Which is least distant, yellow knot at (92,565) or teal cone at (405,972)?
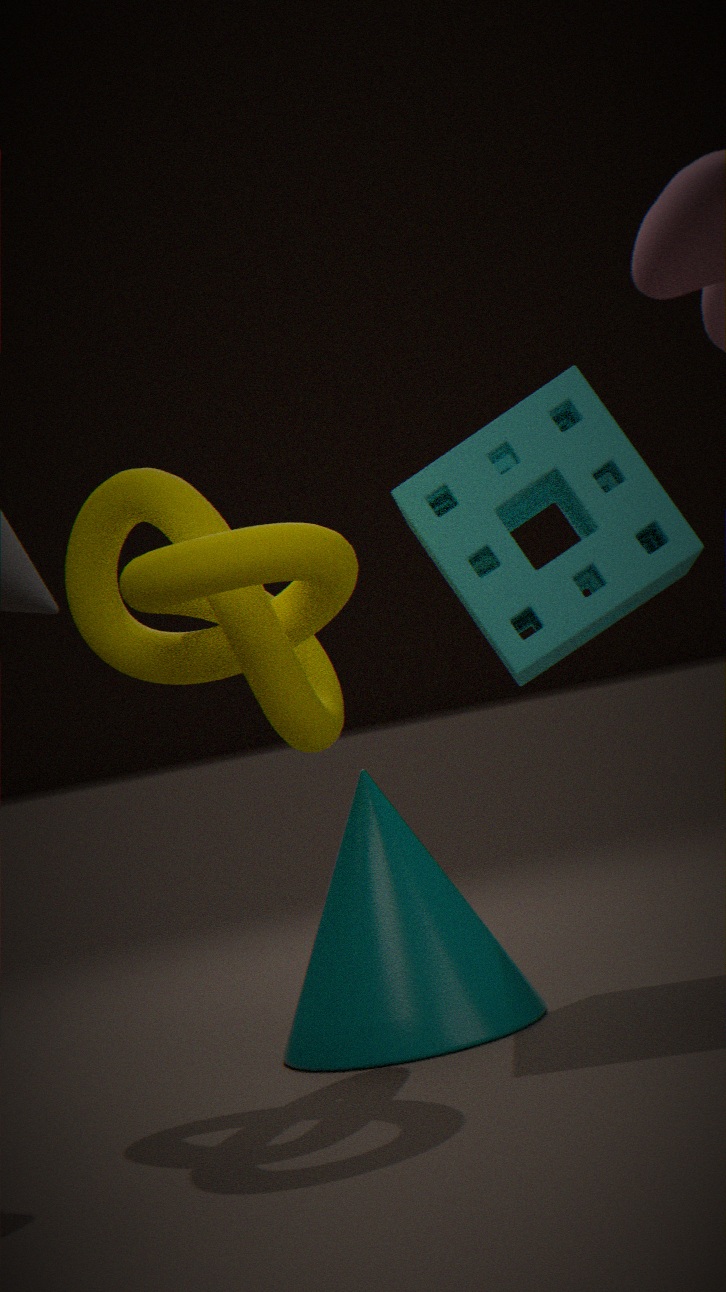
yellow knot at (92,565)
